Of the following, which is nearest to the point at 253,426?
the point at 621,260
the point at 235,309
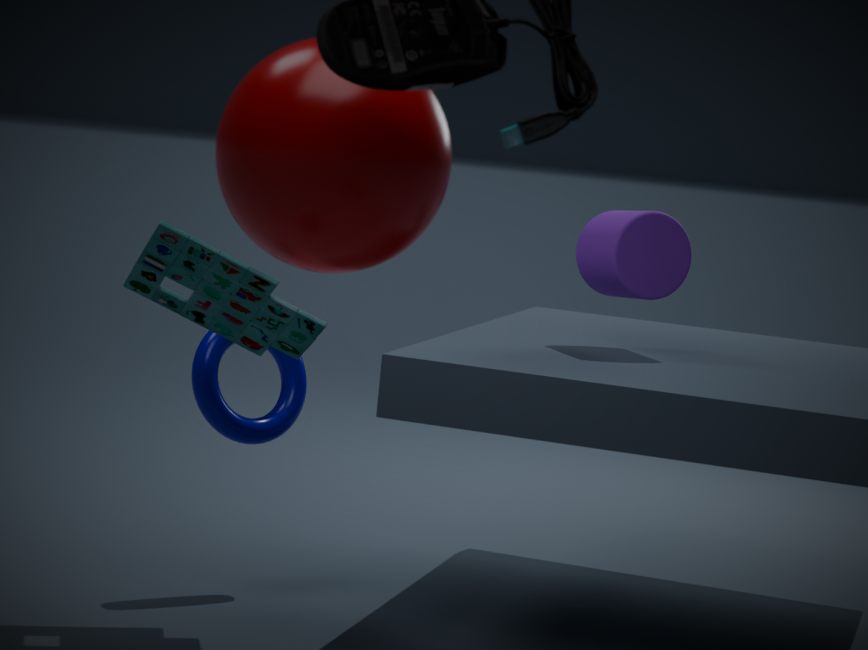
the point at 235,309
